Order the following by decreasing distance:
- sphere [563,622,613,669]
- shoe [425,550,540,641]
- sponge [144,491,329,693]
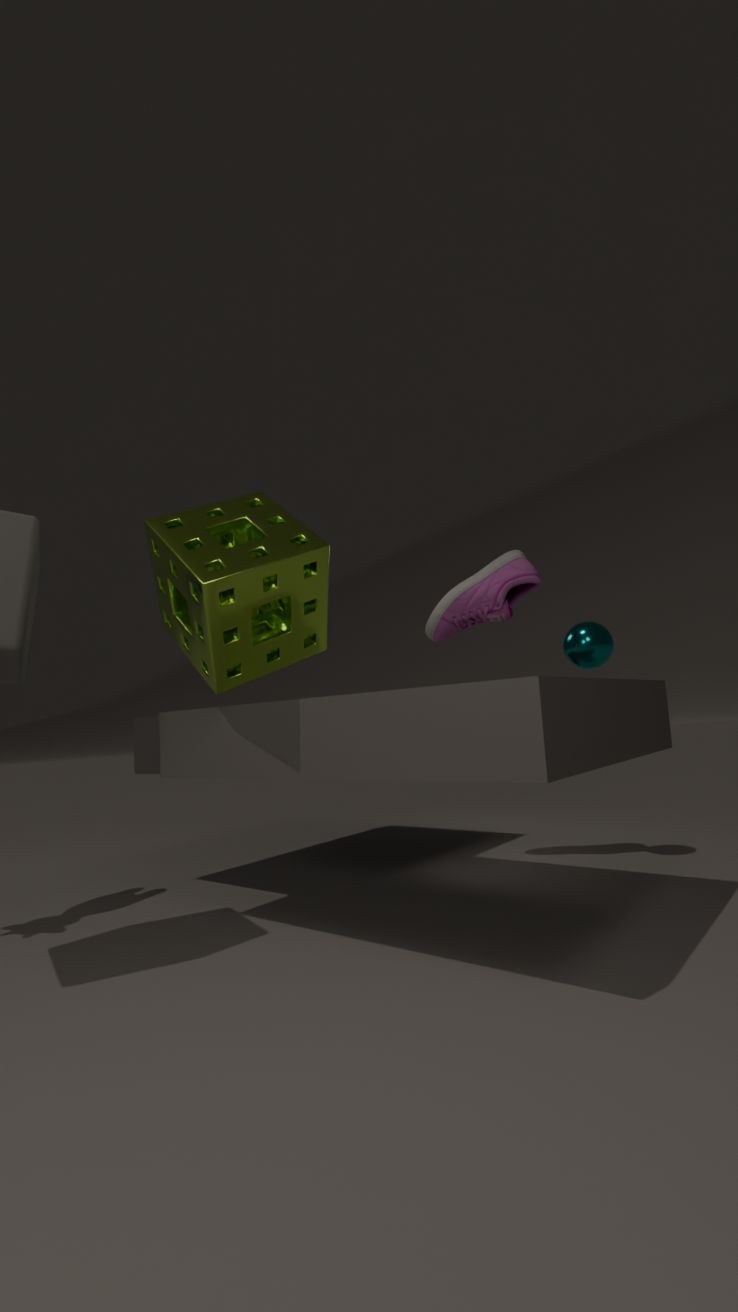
shoe [425,550,540,641], sphere [563,622,613,669], sponge [144,491,329,693]
